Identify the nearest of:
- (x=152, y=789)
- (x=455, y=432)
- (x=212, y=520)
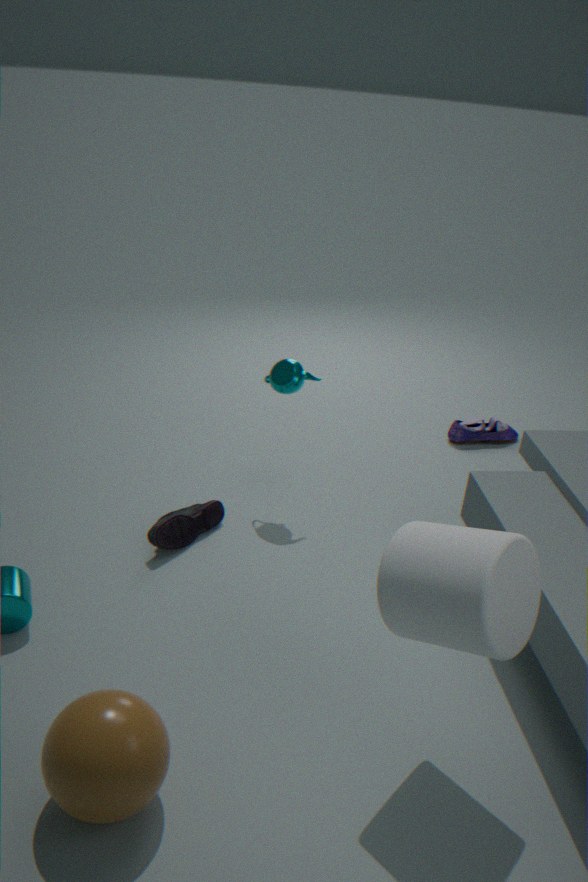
(x=152, y=789)
